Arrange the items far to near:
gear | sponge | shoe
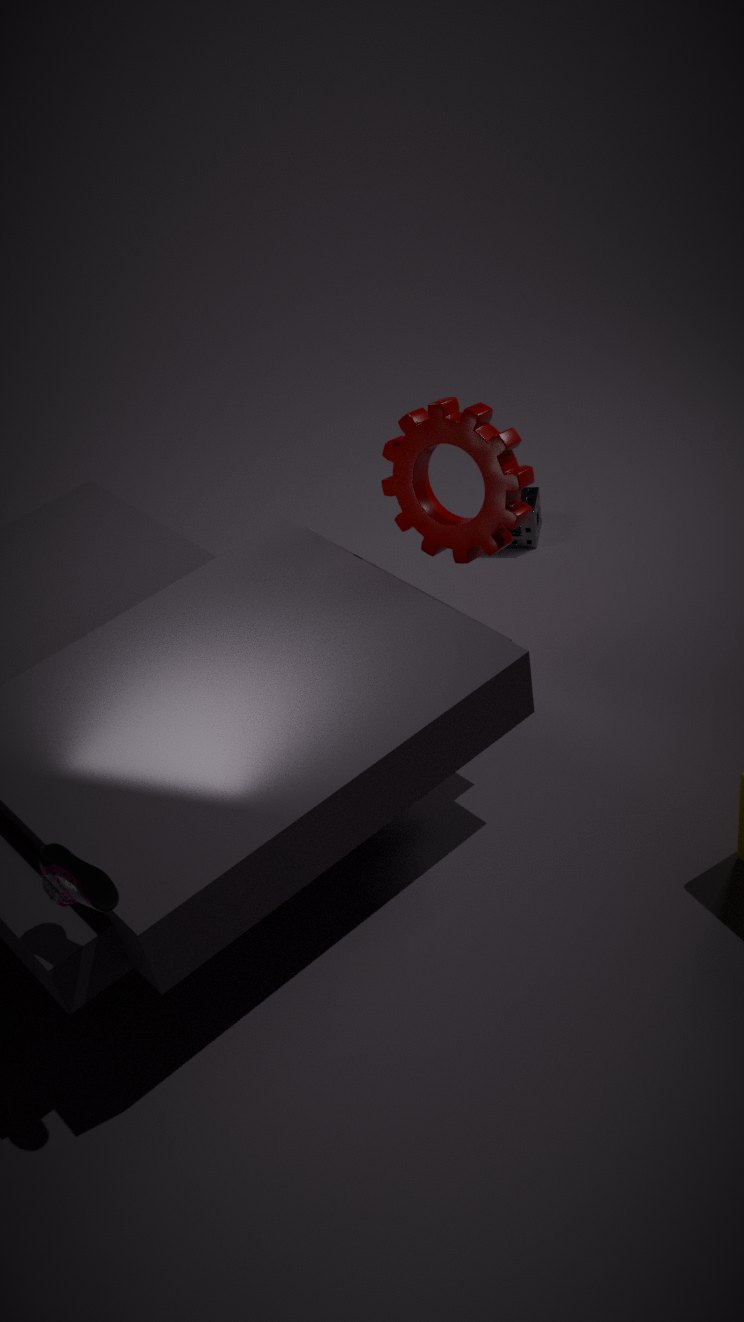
sponge < gear < shoe
